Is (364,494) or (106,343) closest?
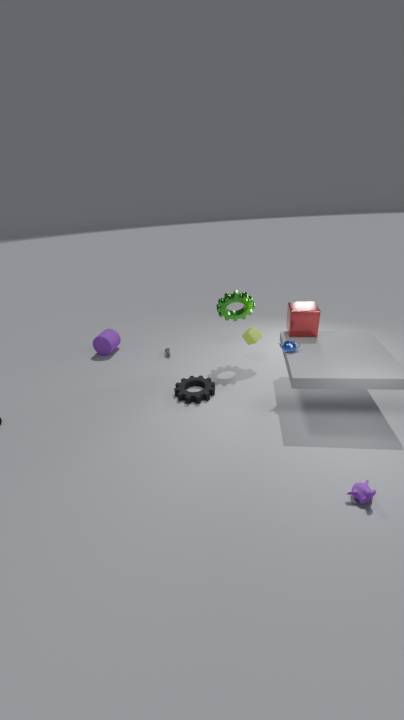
(364,494)
